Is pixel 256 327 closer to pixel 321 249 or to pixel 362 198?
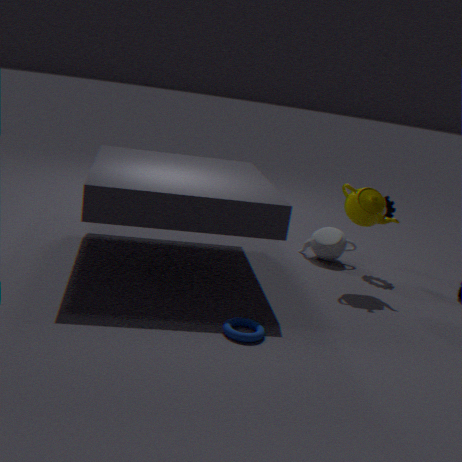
pixel 362 198
